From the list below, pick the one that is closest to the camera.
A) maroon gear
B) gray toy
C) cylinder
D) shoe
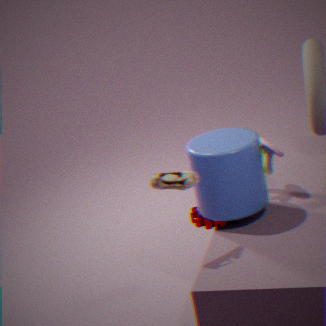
shoe
